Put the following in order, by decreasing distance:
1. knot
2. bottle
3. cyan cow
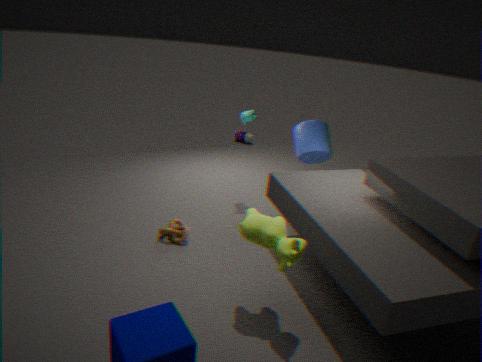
bottle < cyan cow < knot
